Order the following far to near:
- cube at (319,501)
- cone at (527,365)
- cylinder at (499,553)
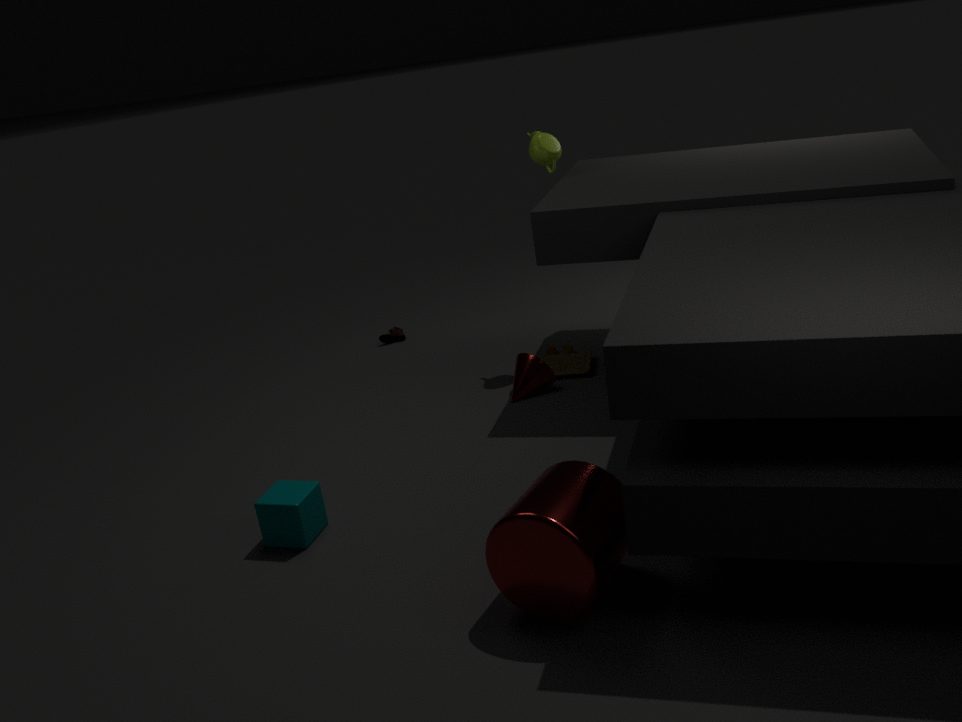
cone at (527,365), cube at (319,501), cylinder at (499,553)
